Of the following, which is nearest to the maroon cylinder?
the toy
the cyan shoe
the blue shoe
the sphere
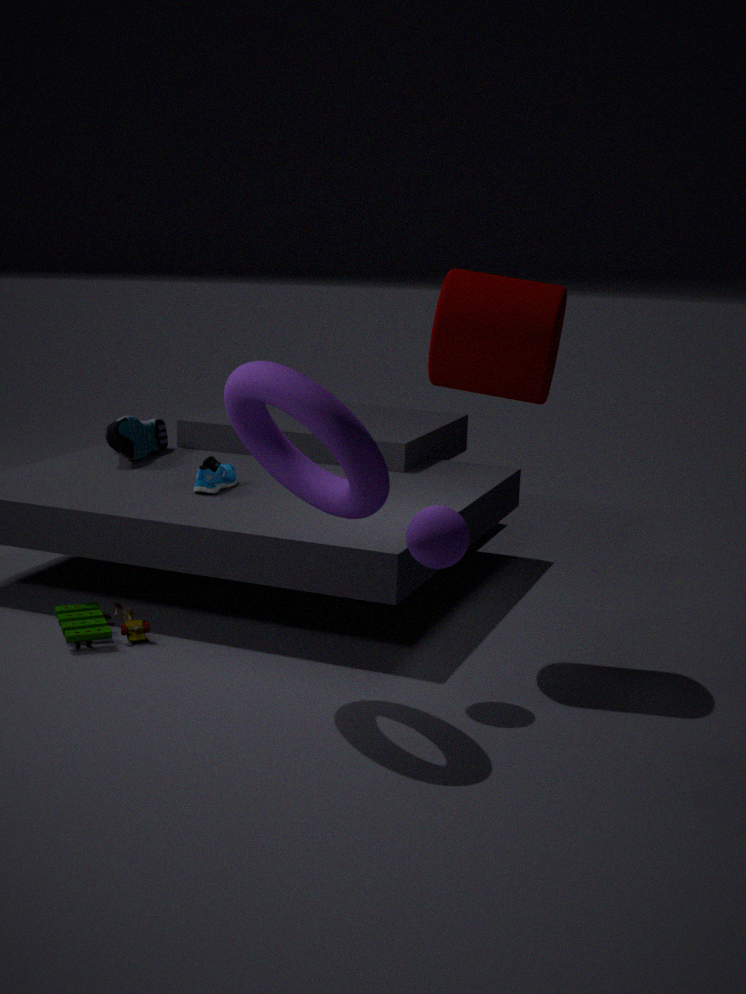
the sphere
